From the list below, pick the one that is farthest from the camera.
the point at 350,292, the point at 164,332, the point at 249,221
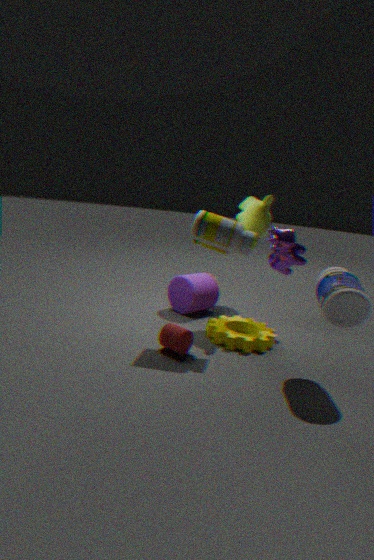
the point at 249,221
